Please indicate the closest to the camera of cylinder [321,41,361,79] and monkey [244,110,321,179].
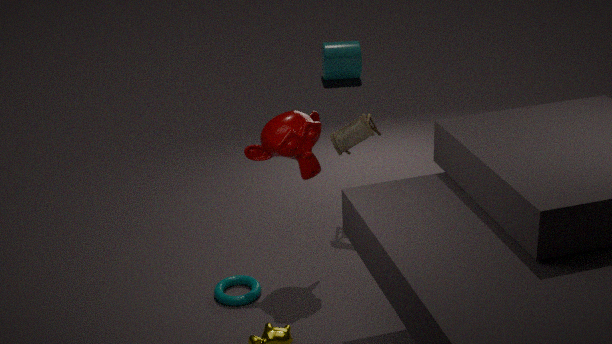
monkey [244,110,321,179]
